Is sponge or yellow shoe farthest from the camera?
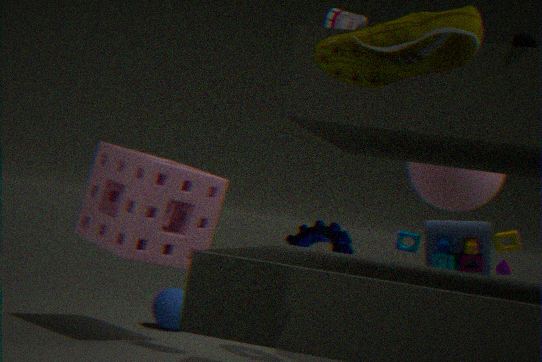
sponge
